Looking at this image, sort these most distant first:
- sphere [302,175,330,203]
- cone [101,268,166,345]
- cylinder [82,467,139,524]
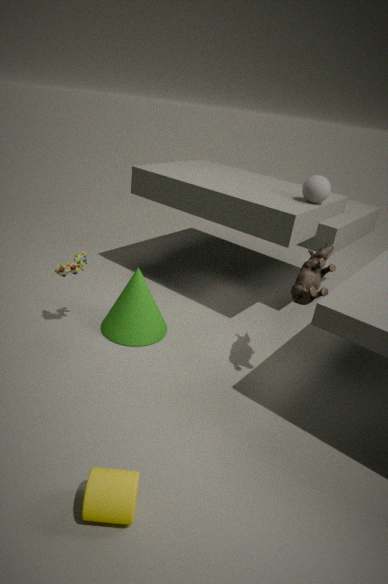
sphere [302,175,330,203] → cone [101,268,166,345] → cylinder [82,467,139,524]
